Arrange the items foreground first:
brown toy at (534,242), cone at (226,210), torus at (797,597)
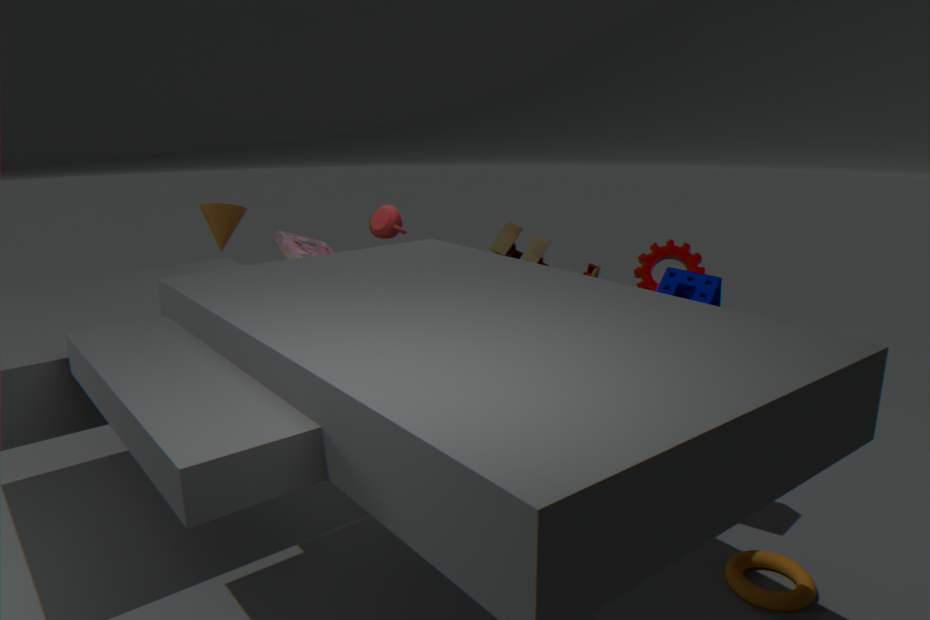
torus at (797,597)
brown toy at (534,242)
cone at (226,210)
